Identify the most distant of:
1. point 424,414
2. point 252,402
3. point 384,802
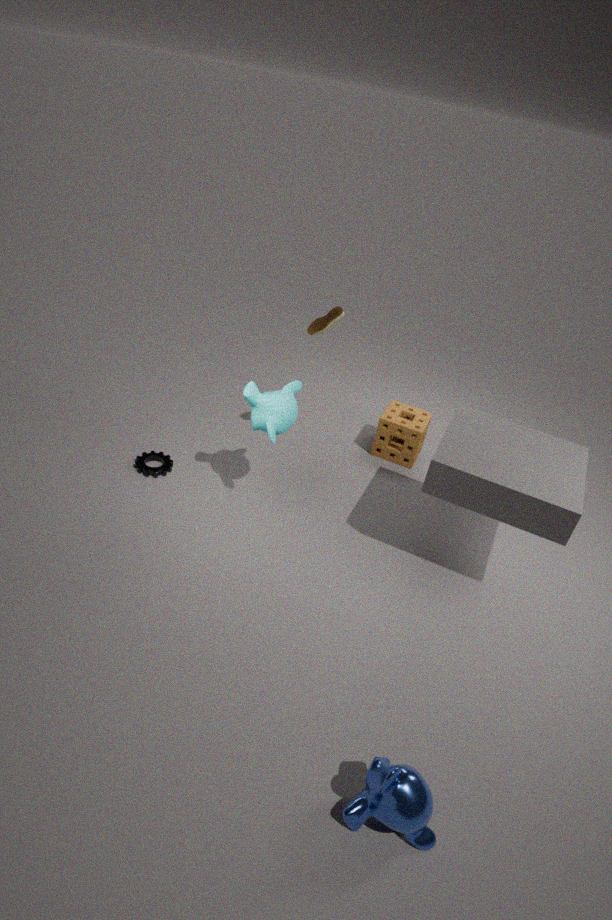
point 424,414
